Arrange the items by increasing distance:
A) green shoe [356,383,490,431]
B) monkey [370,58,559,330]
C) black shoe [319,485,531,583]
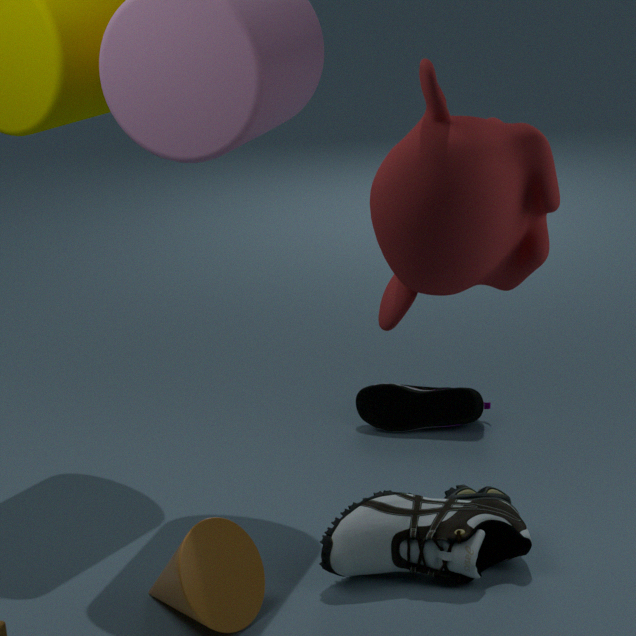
monkey [370,58,559,330] < black shoe [319,485,531,583] < green shoe [356,383,490,431]
